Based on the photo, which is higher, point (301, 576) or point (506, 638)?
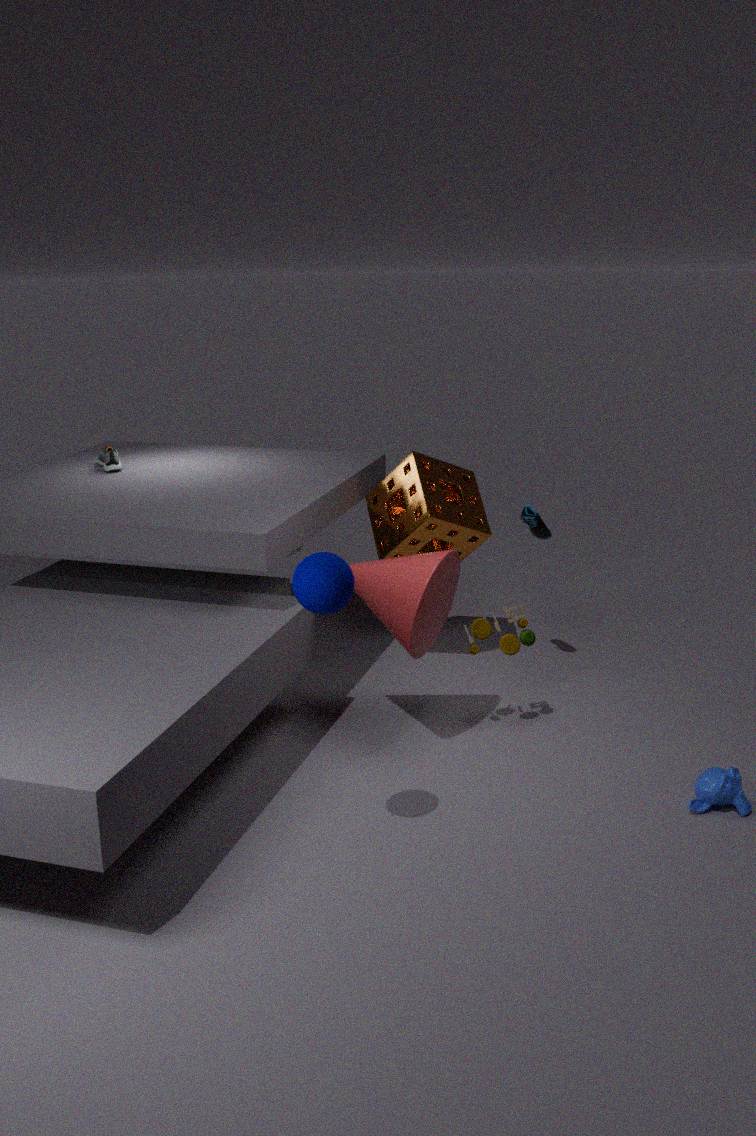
point (301, 576)
